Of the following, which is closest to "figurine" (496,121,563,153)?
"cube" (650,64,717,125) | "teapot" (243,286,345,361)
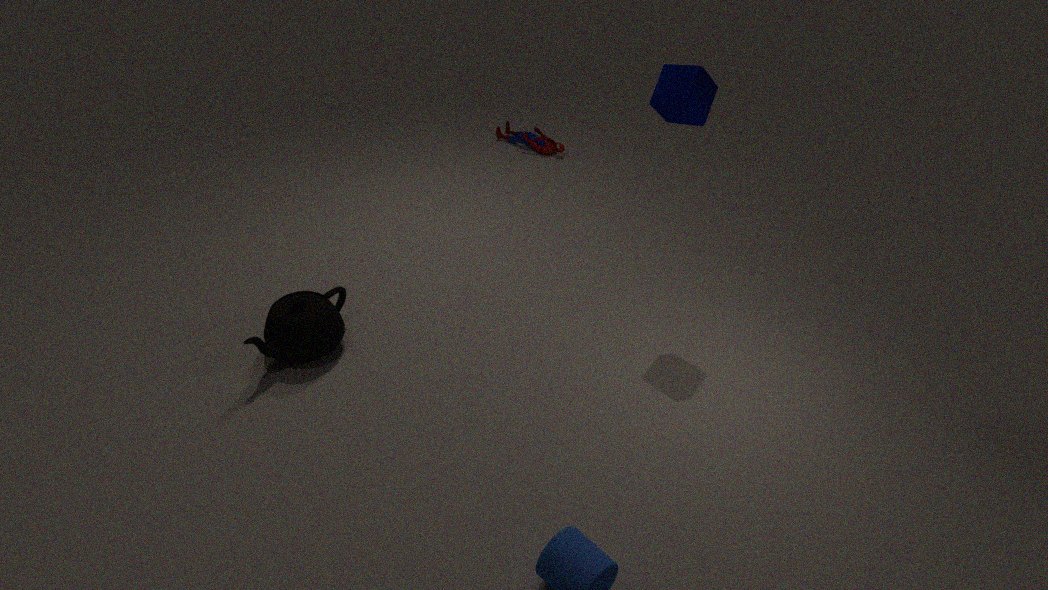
"cube" (650,64,717,125)
